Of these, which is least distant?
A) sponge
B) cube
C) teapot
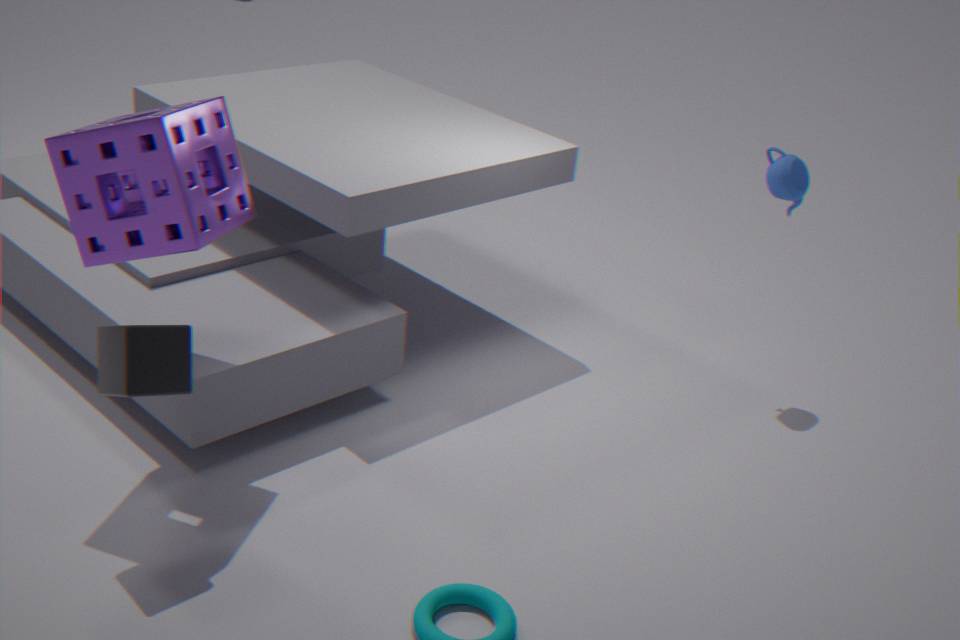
cube
